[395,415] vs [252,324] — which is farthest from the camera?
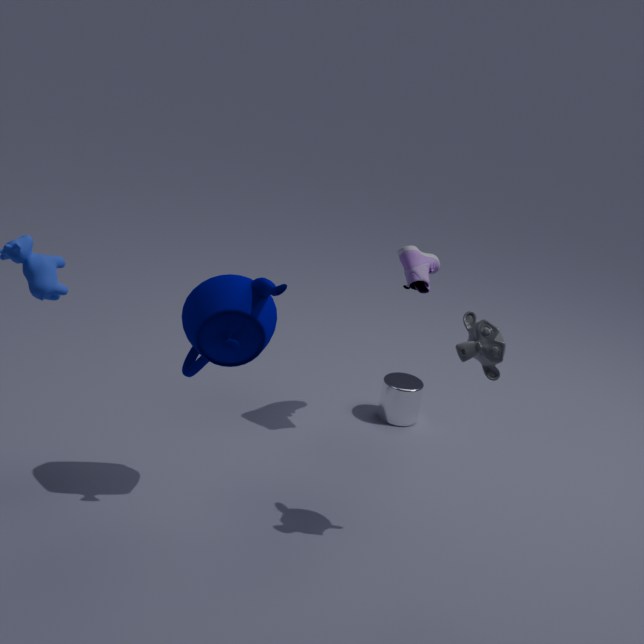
[395,415]
